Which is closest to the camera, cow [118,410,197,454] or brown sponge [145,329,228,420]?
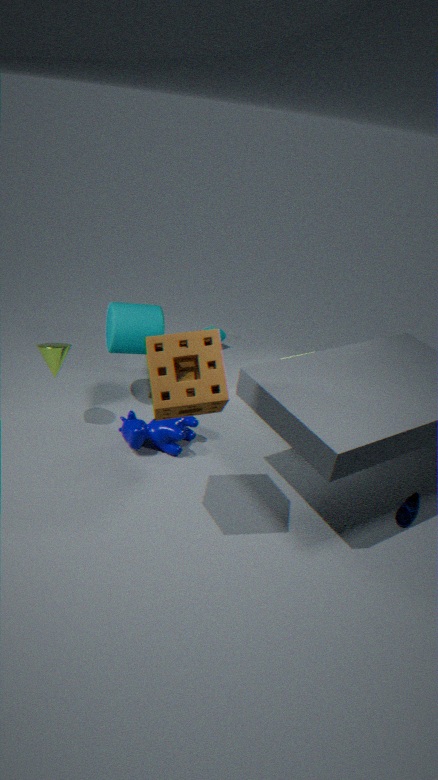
brown sponge [145,329,228,420]
